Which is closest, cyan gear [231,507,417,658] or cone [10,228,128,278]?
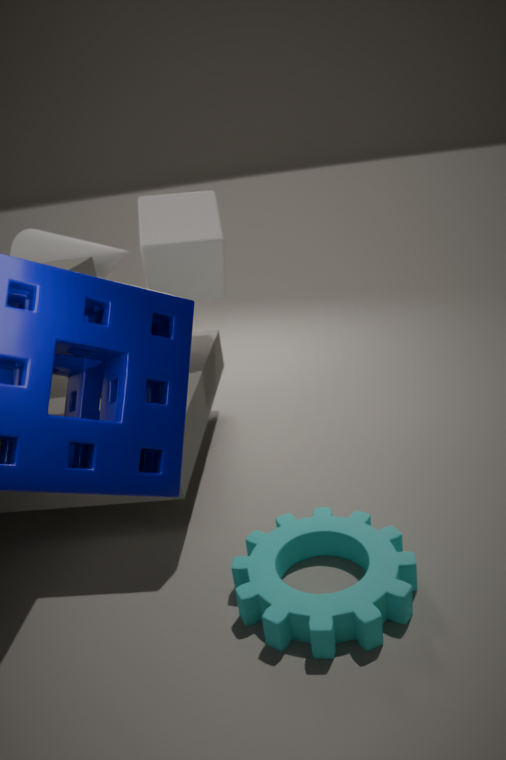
cyan gear [231,507,417,658]
